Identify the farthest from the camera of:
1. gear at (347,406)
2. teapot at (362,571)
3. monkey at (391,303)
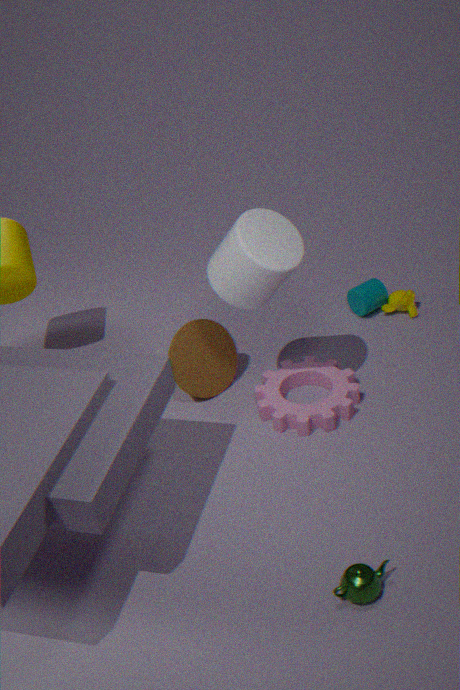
monkey at (391,303)
